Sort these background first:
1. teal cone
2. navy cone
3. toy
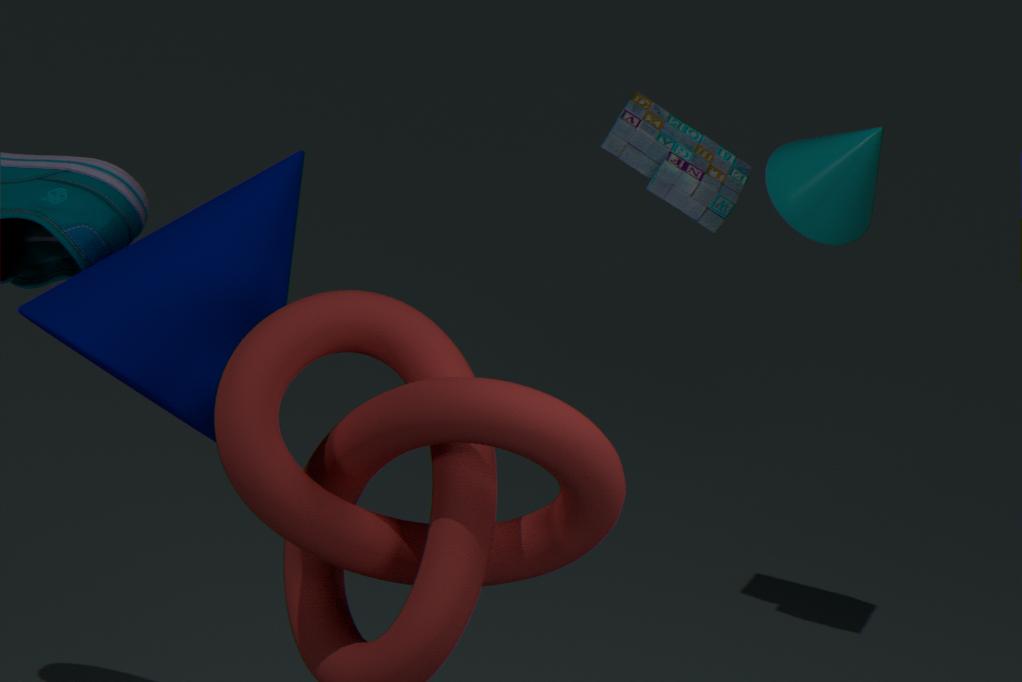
toy → teal cone → navy cone
